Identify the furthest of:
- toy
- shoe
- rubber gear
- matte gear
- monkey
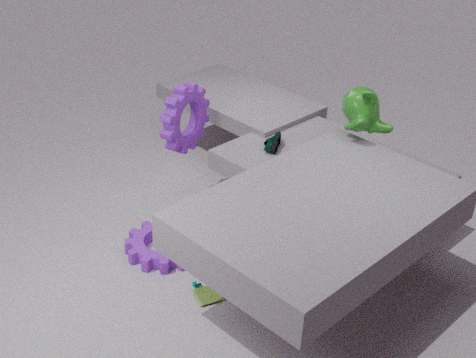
shoe
